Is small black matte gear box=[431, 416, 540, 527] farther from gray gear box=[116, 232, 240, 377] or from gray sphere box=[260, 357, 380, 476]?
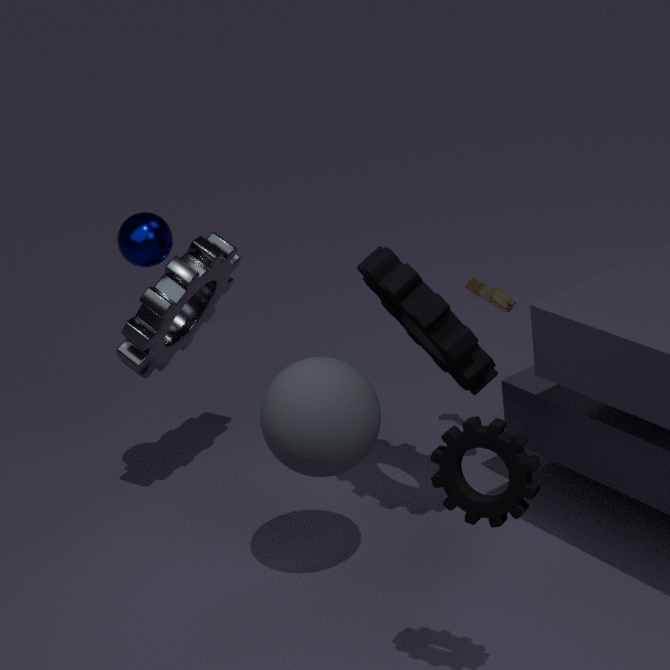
gray gear box=[116, 232, 240, 377]
